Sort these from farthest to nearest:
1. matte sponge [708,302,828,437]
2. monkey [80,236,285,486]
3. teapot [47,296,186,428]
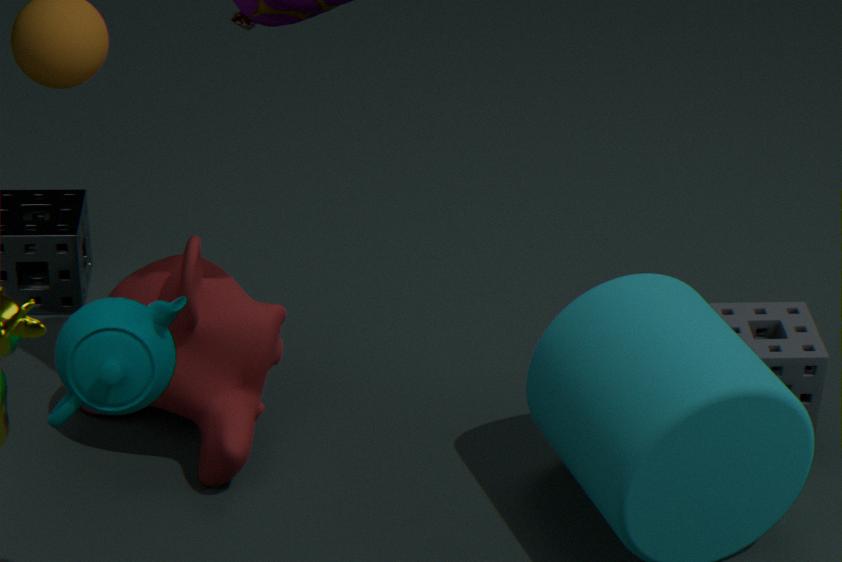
matte sponge [708,302,828,437], monkey [80,236,285,486], teapot [47,296,186,428]
